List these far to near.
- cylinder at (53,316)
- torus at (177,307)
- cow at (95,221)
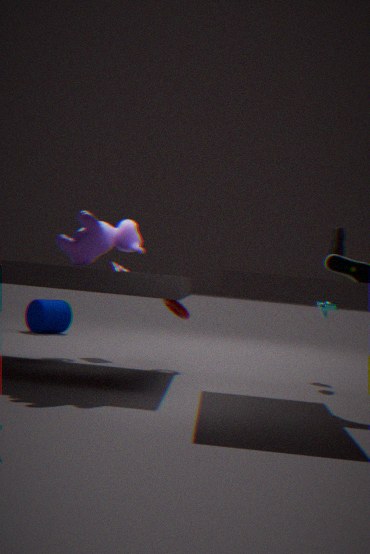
1. cylinder at (53,316)
2. torus at (177,307)
3. cow at (95,221)
